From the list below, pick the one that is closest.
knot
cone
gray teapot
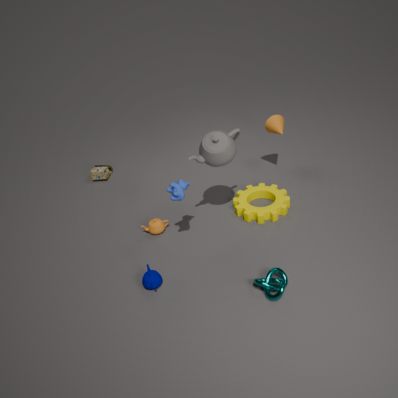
knot
